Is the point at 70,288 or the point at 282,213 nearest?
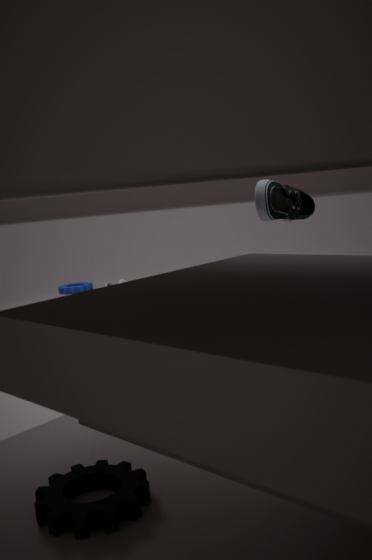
the point at 282,213
